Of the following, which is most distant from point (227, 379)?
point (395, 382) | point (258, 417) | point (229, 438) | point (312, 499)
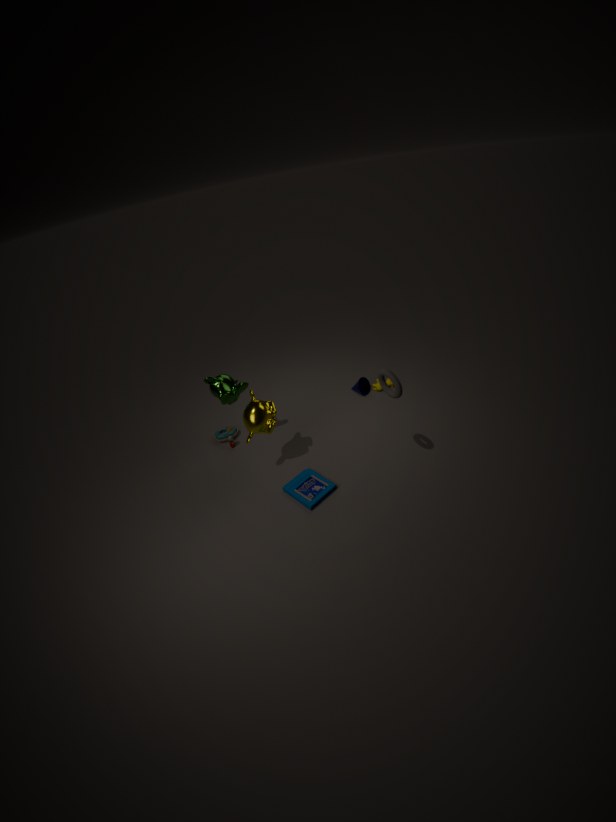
point (395, 382)
